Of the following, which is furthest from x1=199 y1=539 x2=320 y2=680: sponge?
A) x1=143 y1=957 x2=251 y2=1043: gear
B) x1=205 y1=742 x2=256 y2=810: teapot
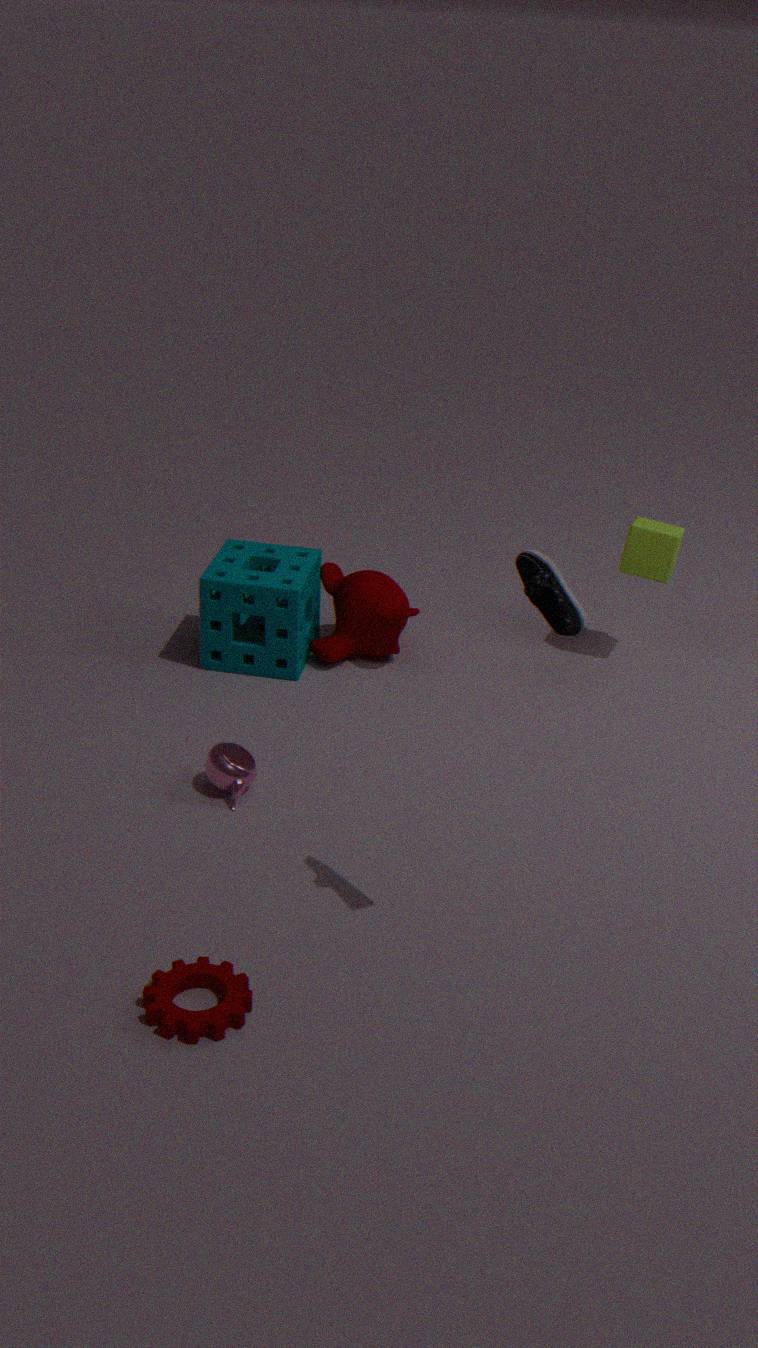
x1=143 y1=957 x2=251 y2=1043: gear
